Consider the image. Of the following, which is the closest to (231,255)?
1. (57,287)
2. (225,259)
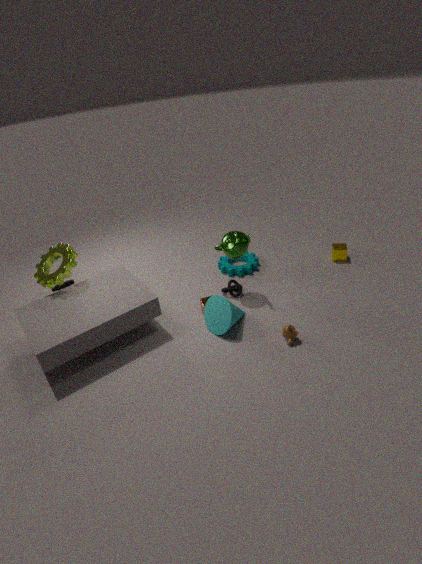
(225,259)
